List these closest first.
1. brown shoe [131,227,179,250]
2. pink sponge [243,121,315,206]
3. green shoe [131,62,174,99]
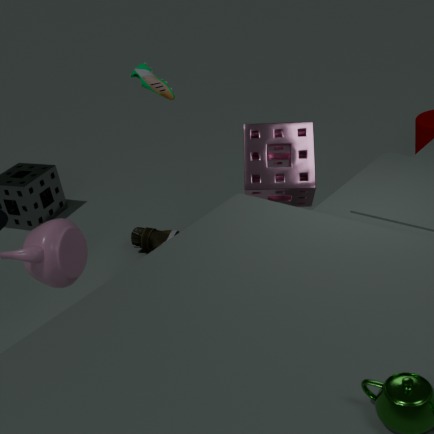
pink sponge [243,121,315,206], green shoe [131,62,174,99], brown shoe [131,227,179,250]
